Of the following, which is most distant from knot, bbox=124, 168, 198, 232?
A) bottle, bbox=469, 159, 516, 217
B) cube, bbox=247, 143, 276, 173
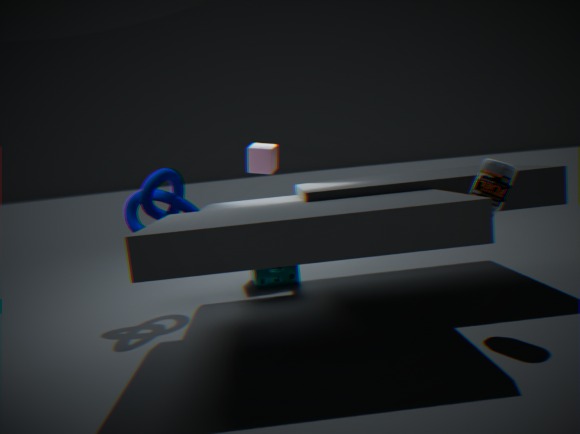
bottle, bbox=469, 159, 516, 217
